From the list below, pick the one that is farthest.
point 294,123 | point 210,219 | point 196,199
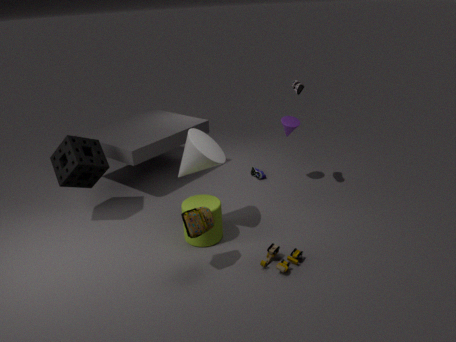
point 294,123
